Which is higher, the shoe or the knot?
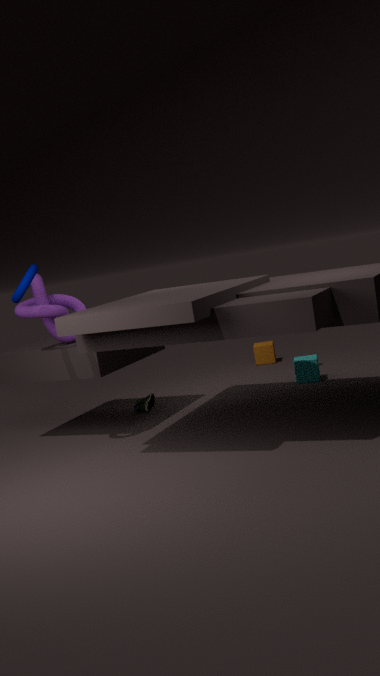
the knot
